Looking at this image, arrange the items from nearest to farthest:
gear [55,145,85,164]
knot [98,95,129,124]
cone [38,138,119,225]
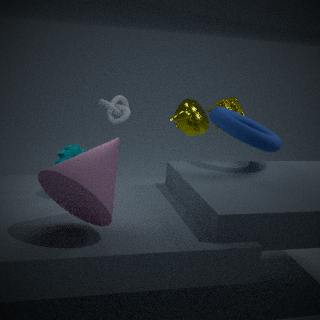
cone [38,138,119,225], gear [55,145,85,164], knot [98,95,129,124]
